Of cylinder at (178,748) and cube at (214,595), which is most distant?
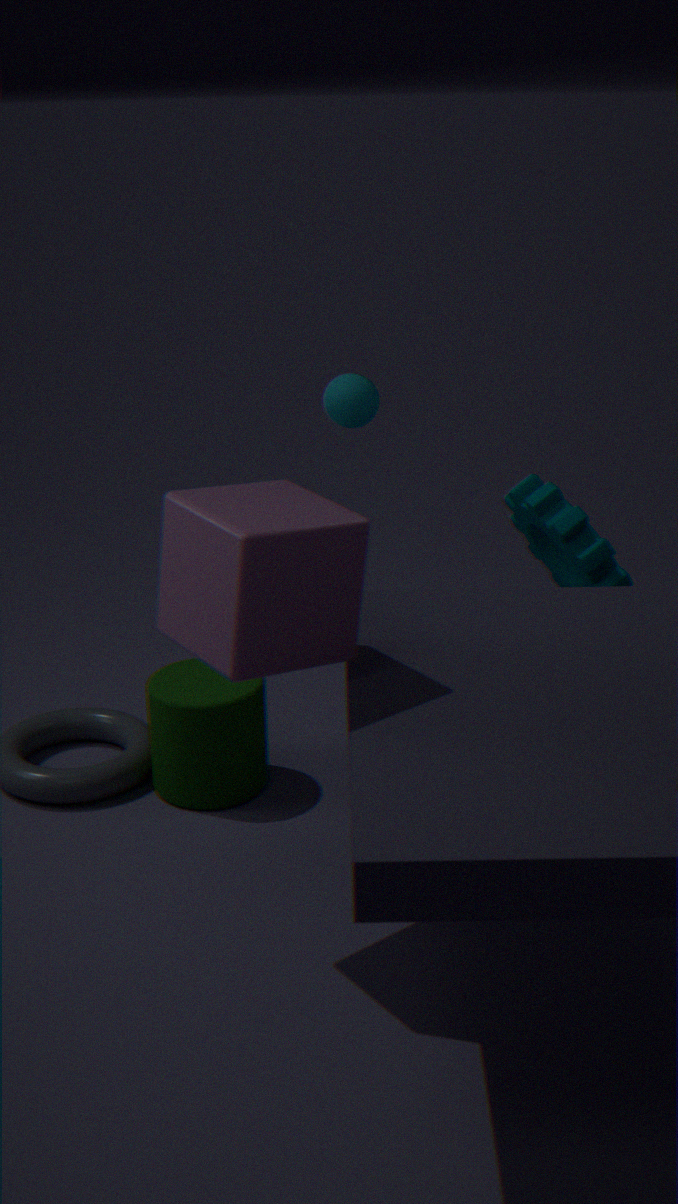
cylinder at (178,748)
